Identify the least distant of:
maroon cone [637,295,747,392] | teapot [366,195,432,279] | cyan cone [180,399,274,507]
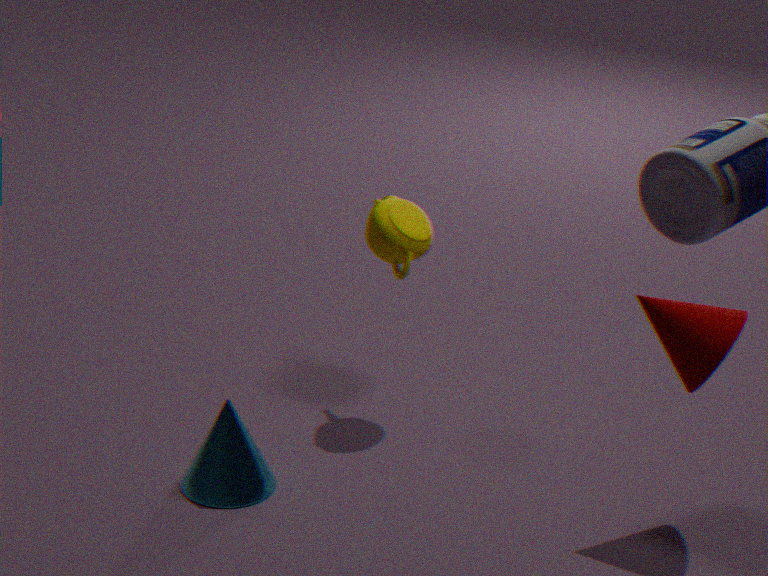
maroon cone [637,295,747,392]
